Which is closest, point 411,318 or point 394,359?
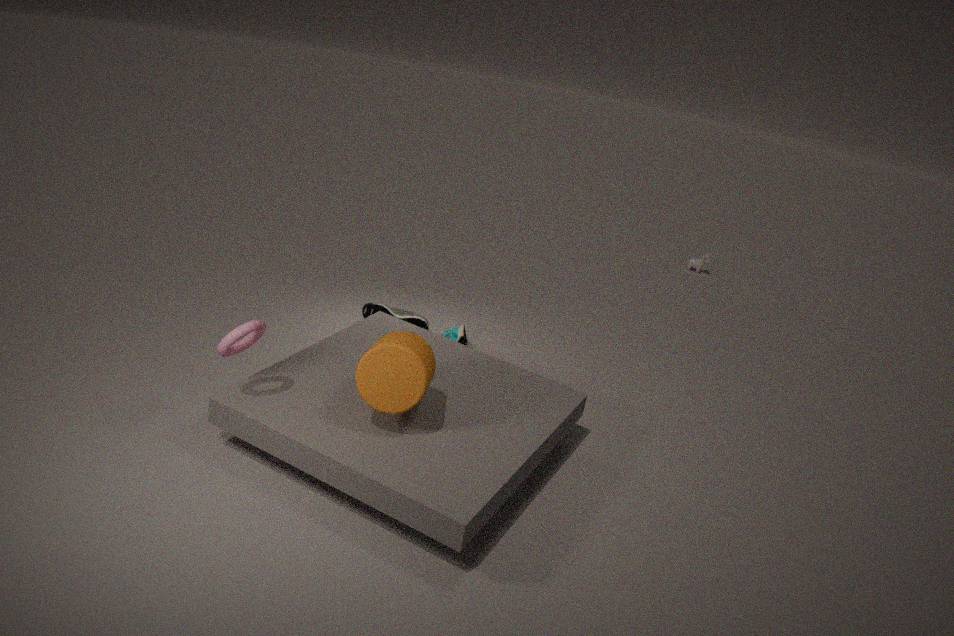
point 394,359
